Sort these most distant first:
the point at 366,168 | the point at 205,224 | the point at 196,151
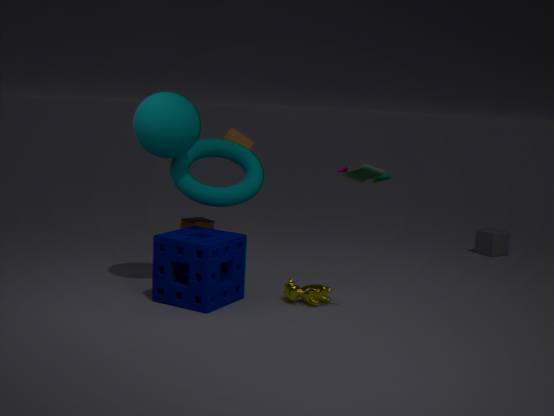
the point at 205,224, the point at 196,151, the point at 366,168
